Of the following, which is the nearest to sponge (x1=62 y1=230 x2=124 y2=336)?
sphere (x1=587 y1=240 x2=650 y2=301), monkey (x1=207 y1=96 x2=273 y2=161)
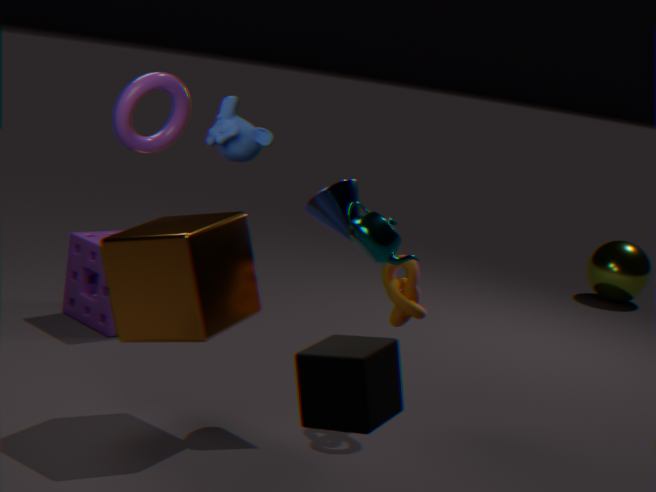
monkey (x1=207 y1=96 x2=273 y2=161)
